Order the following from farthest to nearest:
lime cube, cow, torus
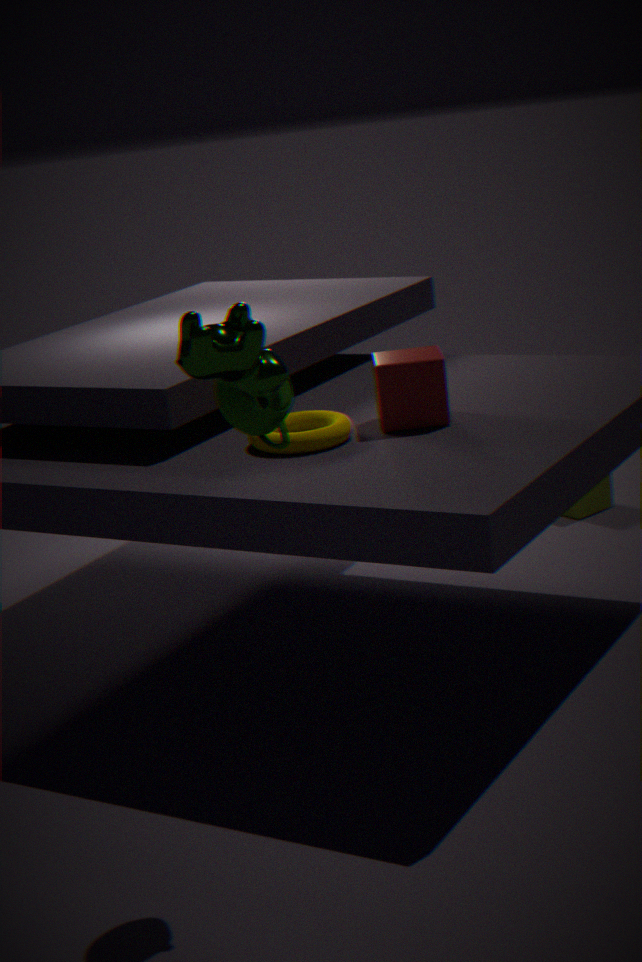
lime cube → torus → cow
